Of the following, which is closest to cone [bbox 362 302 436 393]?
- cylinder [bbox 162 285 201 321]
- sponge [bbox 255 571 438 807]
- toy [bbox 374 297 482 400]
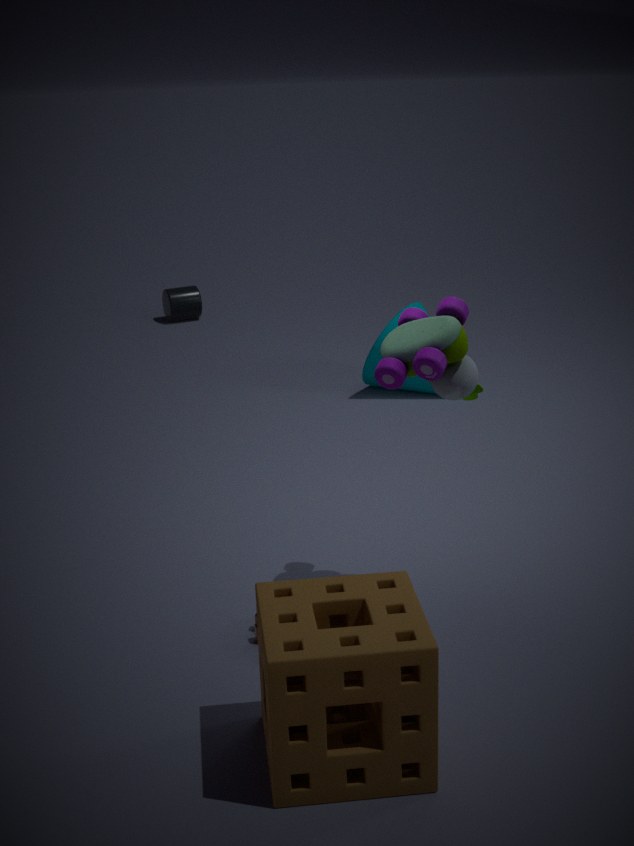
cylinder [bbox 162 285 201 321]
